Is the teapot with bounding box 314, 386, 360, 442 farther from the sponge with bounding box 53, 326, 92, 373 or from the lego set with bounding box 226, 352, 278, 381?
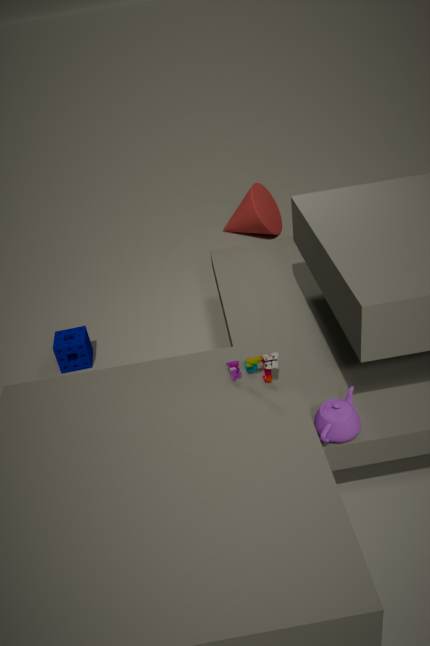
the sponge with bounding box 53, 326, 92, 373
